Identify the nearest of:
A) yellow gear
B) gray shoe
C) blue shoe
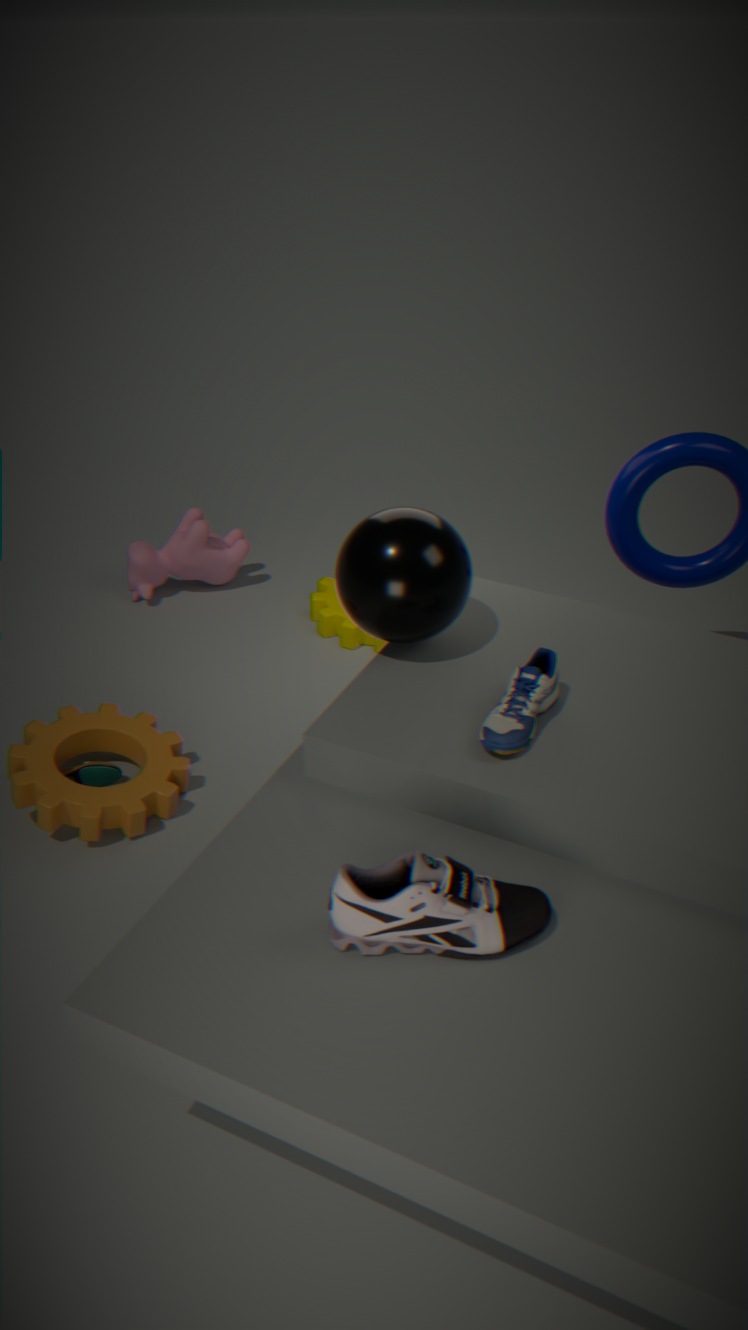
gray shoe
